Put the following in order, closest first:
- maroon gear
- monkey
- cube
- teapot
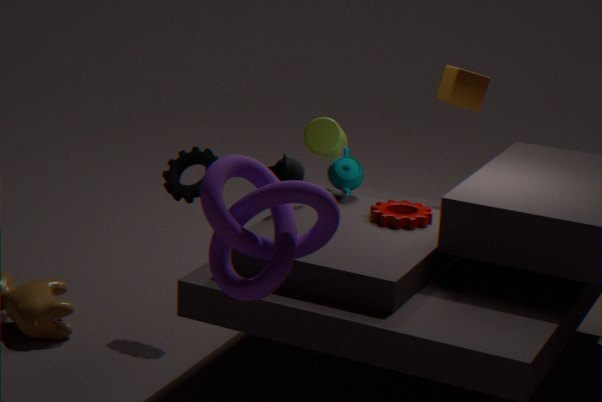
1. maroon gear
2. monkey
3. teapot
4. cube
